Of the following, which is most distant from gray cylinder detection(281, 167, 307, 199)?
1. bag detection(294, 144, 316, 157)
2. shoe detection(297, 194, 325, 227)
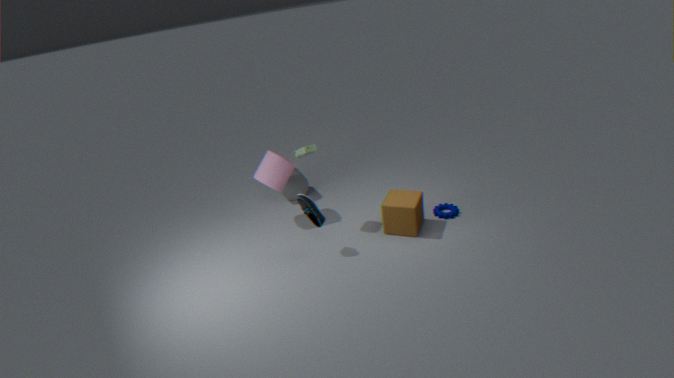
shoe detection(297, 194, 325, 227)
